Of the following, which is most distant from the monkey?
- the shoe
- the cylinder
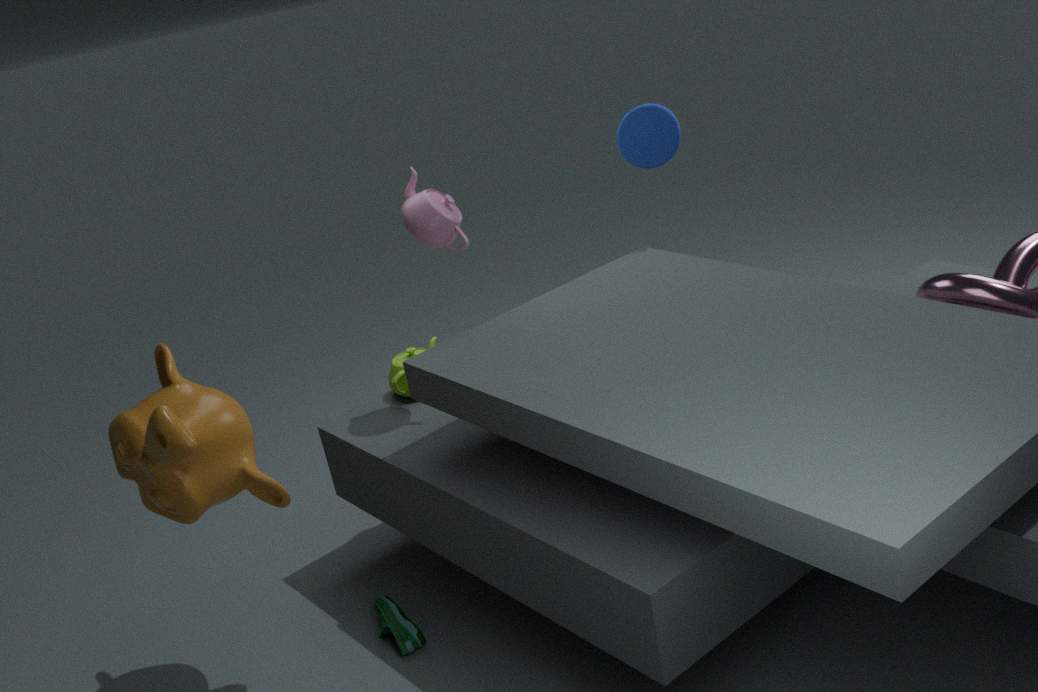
the cylinder
